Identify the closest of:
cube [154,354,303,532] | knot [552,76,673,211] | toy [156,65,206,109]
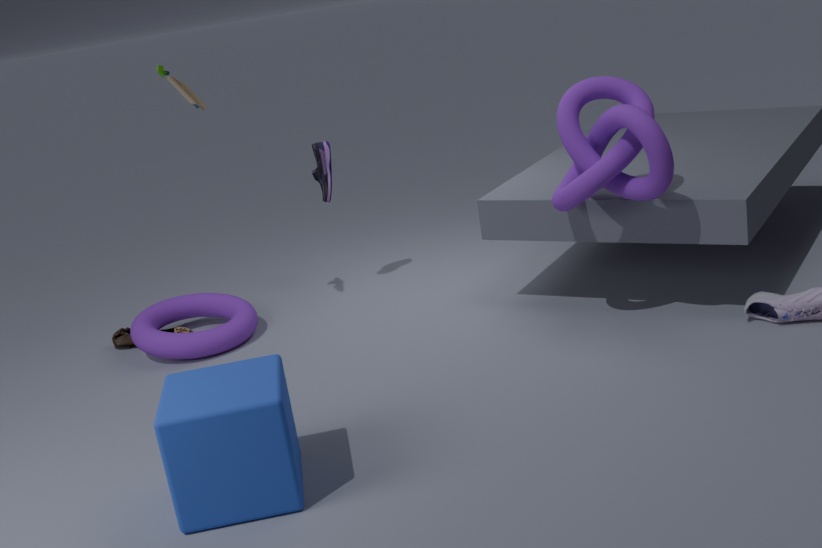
cube [154,354,303,532]
